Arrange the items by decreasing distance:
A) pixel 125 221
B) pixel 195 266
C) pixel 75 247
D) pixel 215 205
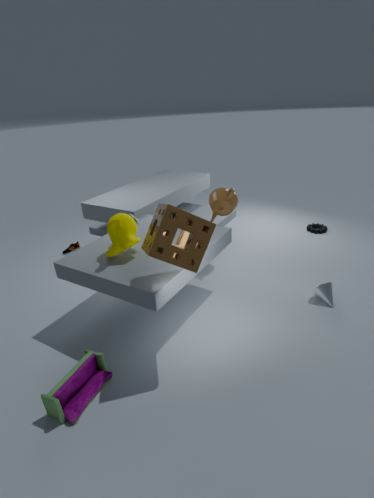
pixel 75 247 → pixel 215 205 → pixel 125 221 → pixel 195 266
